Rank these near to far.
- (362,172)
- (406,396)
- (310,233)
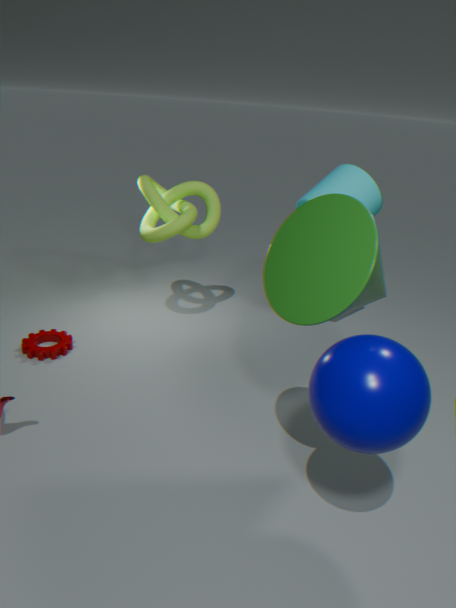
(406,396), (310,233), (362,172)
